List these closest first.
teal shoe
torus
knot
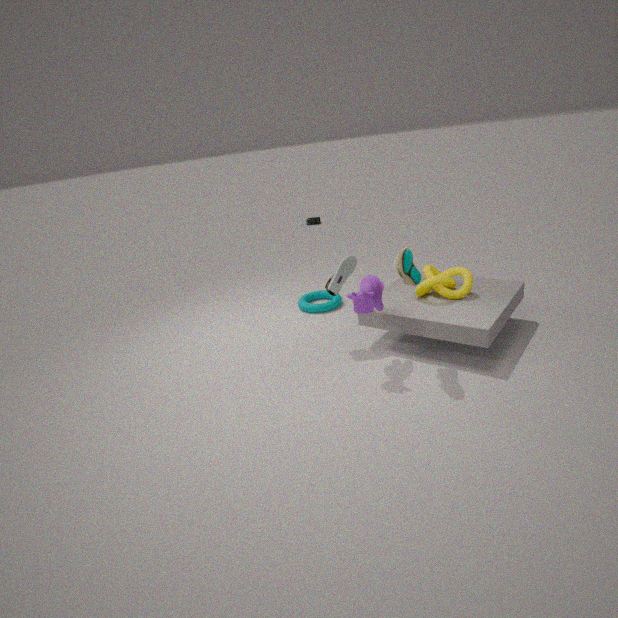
1. teal shoe
2. knot
3. torus
